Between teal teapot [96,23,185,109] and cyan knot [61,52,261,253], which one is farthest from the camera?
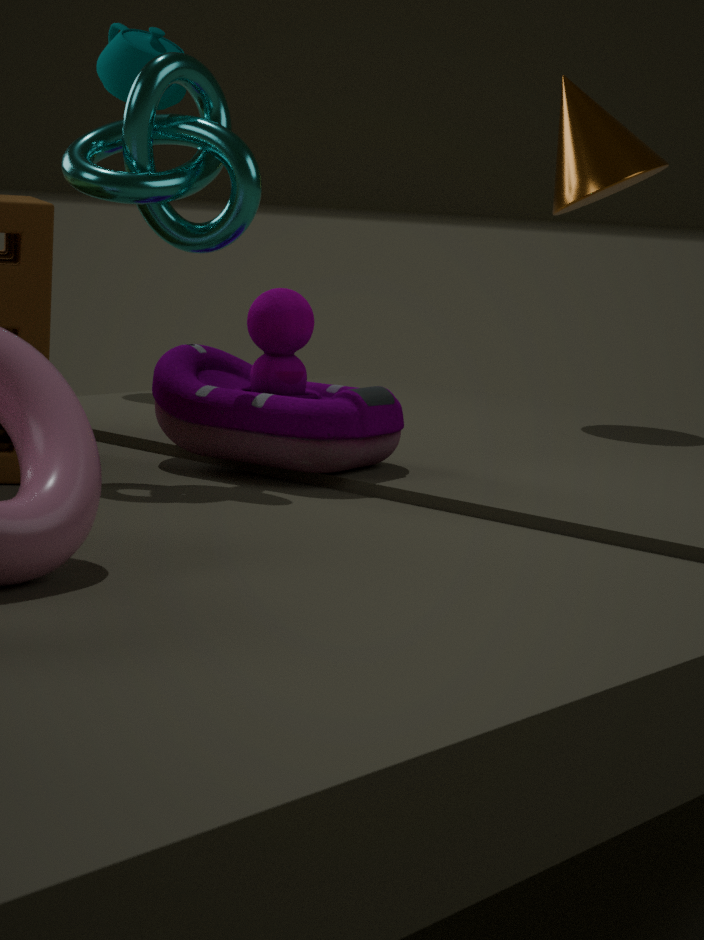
teal teapot [96,23,185,109]
